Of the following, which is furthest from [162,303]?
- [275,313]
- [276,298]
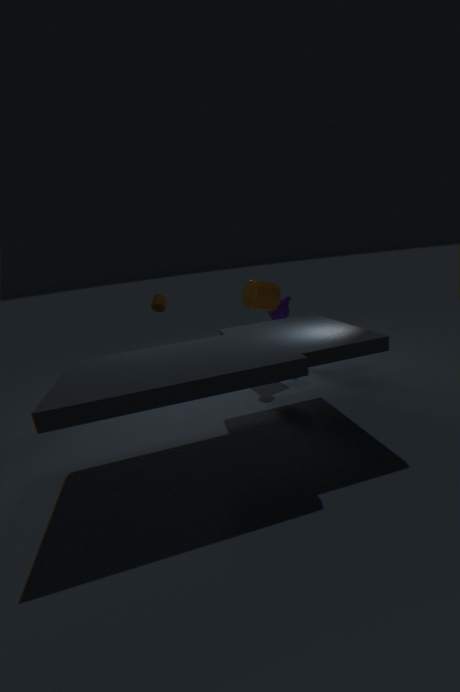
[275,313]
